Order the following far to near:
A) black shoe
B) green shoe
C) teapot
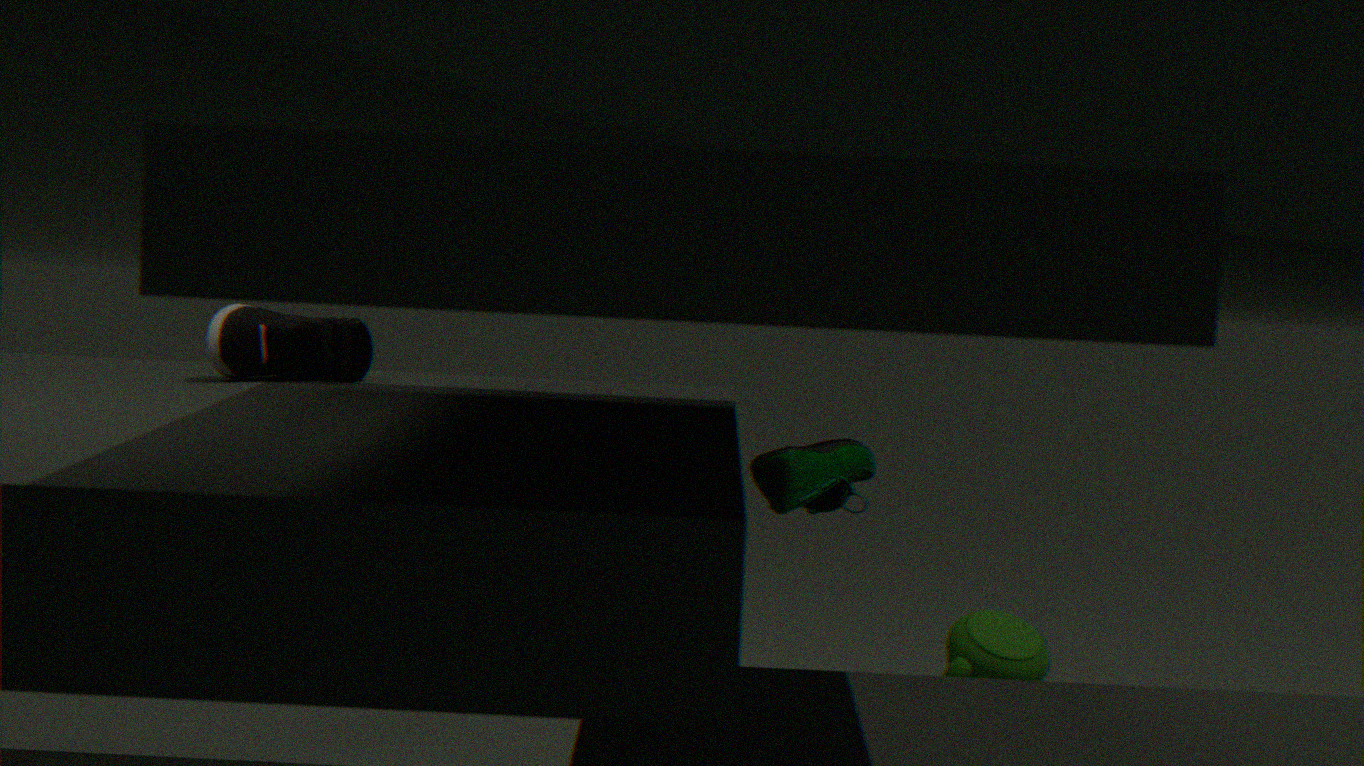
teapot
green shoe
black shoe
